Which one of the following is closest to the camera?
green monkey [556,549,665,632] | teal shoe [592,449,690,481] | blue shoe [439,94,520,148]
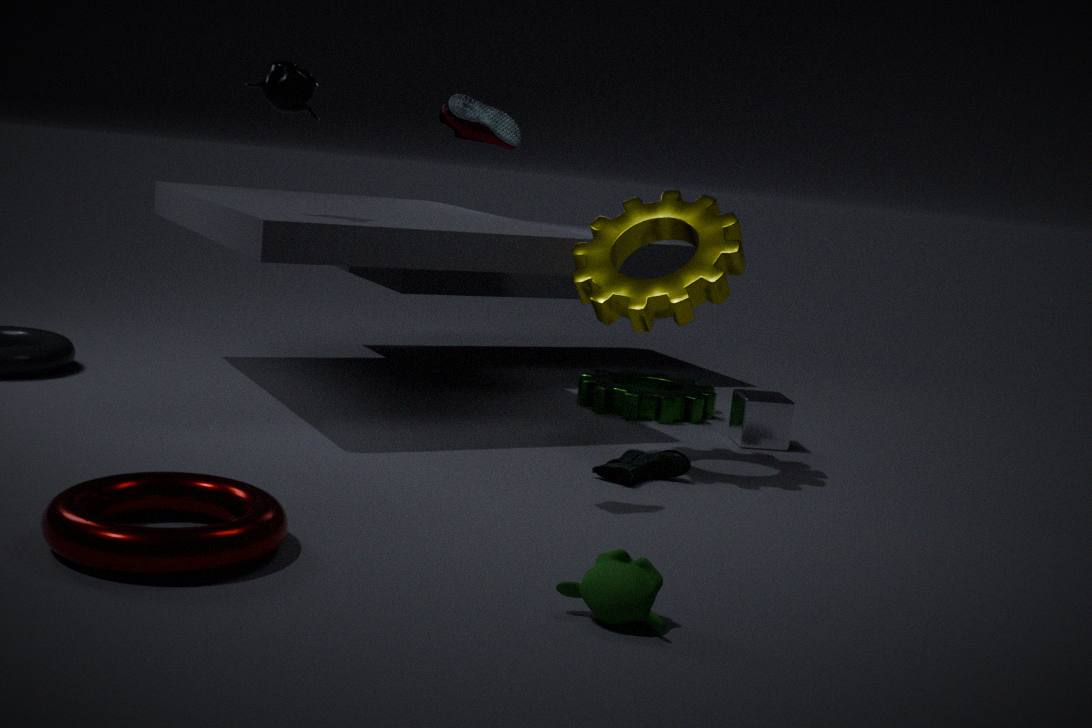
green monkey [556,549,665,632]
